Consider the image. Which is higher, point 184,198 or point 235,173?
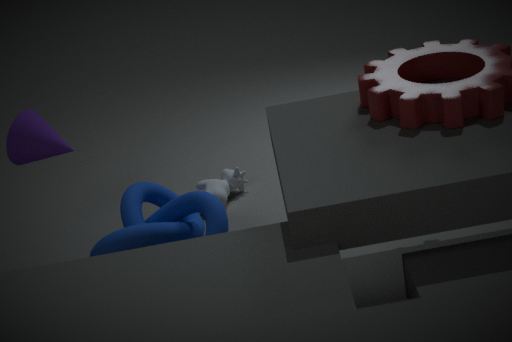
point 184,198
